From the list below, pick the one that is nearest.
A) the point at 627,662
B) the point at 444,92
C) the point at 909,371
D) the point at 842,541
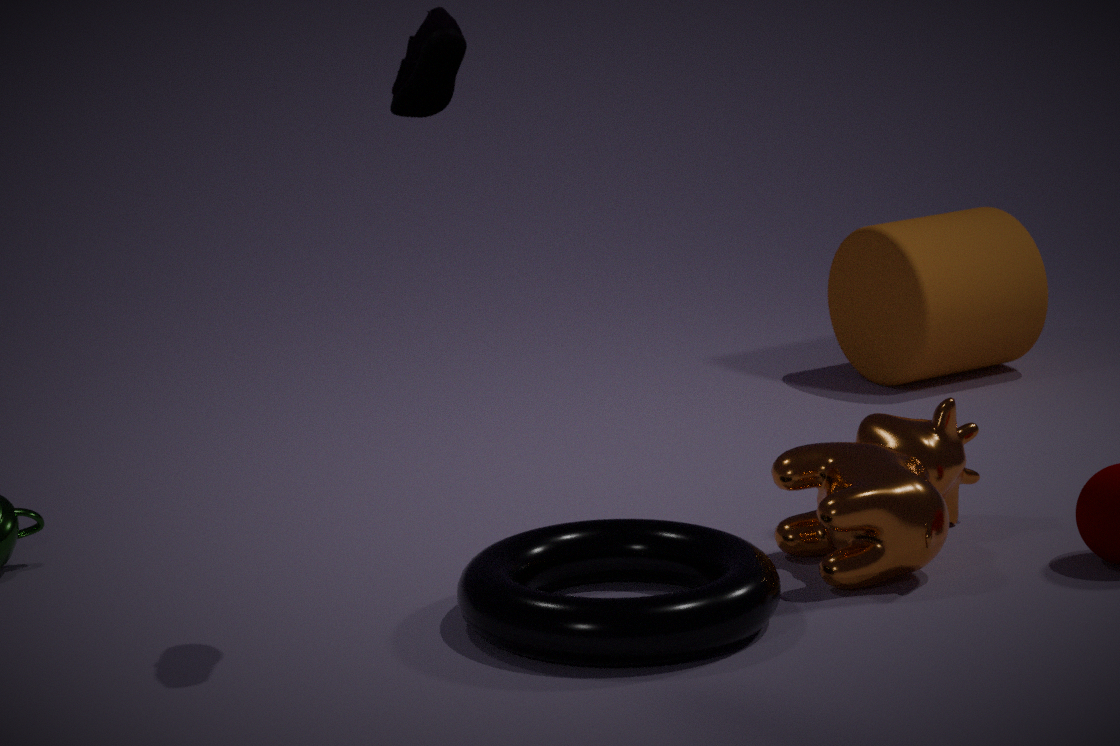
the point at 627,662
